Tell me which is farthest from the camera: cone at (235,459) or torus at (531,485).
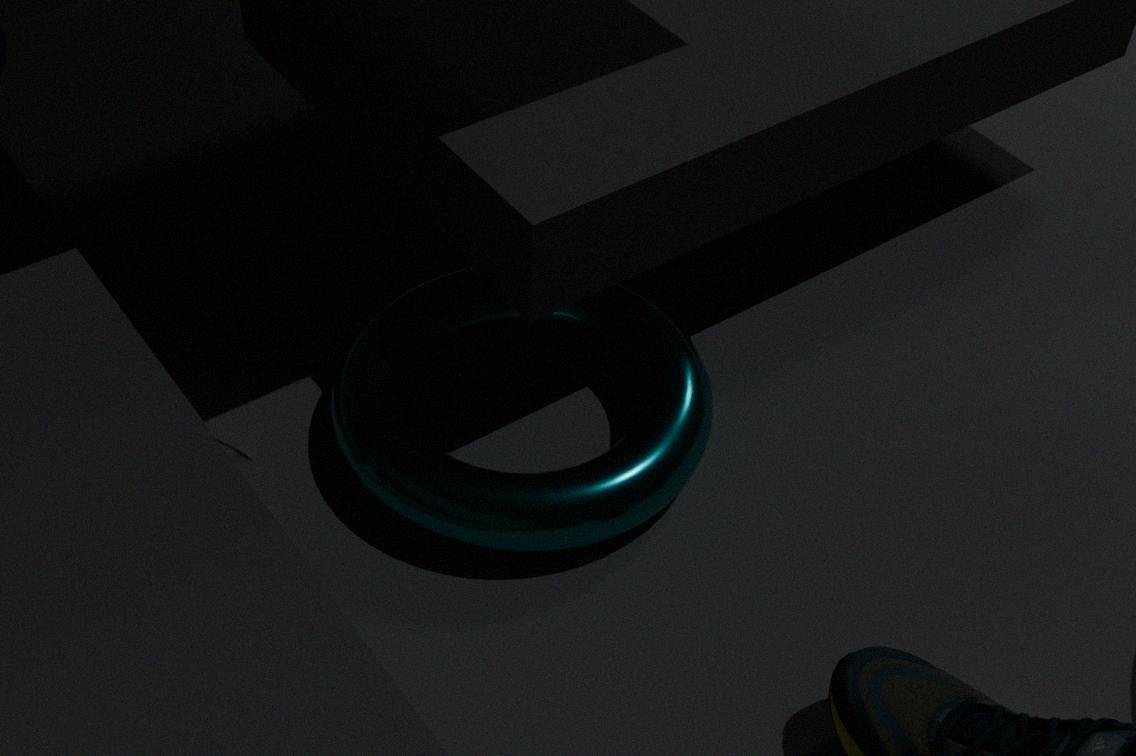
torus at (531,485)
